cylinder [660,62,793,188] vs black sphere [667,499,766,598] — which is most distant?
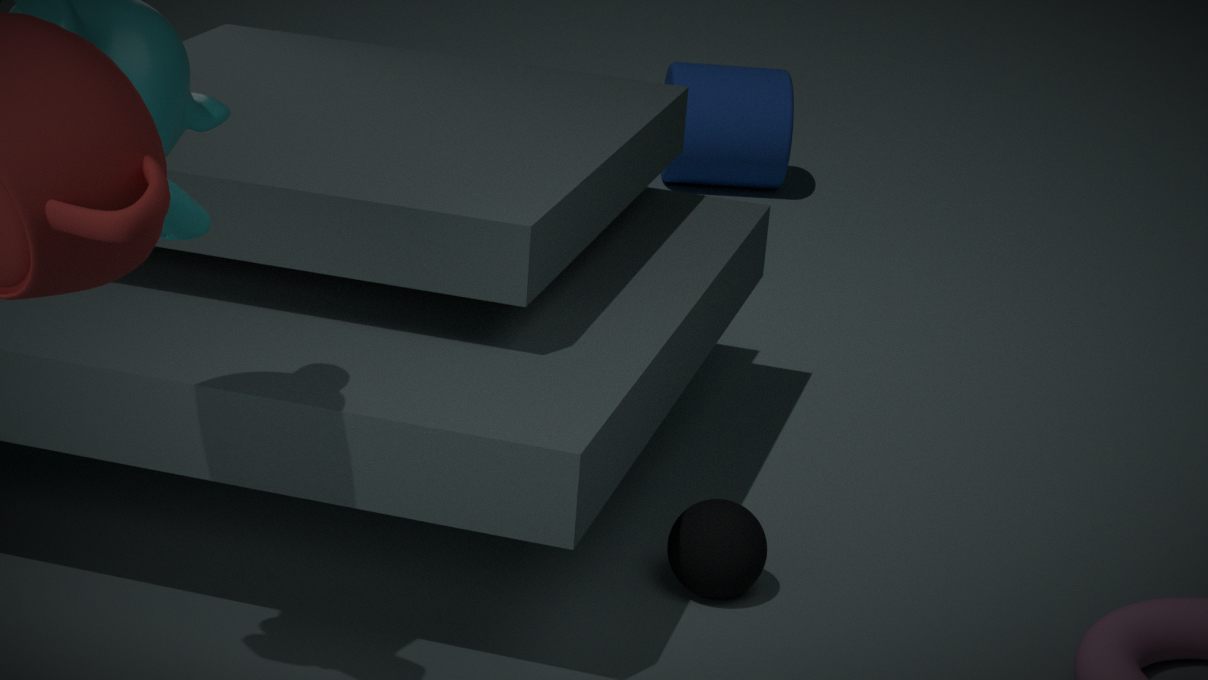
cylinder [660,62,793,188]
